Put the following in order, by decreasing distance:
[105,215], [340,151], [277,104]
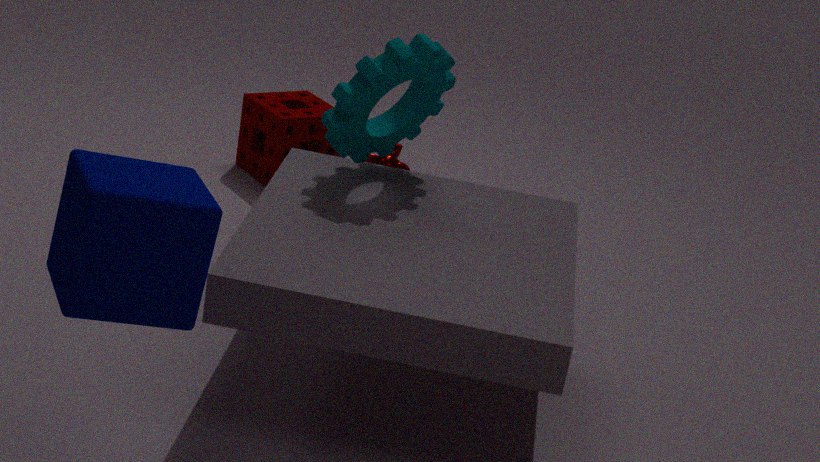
[277,104] < [340,151] < [105,215]
